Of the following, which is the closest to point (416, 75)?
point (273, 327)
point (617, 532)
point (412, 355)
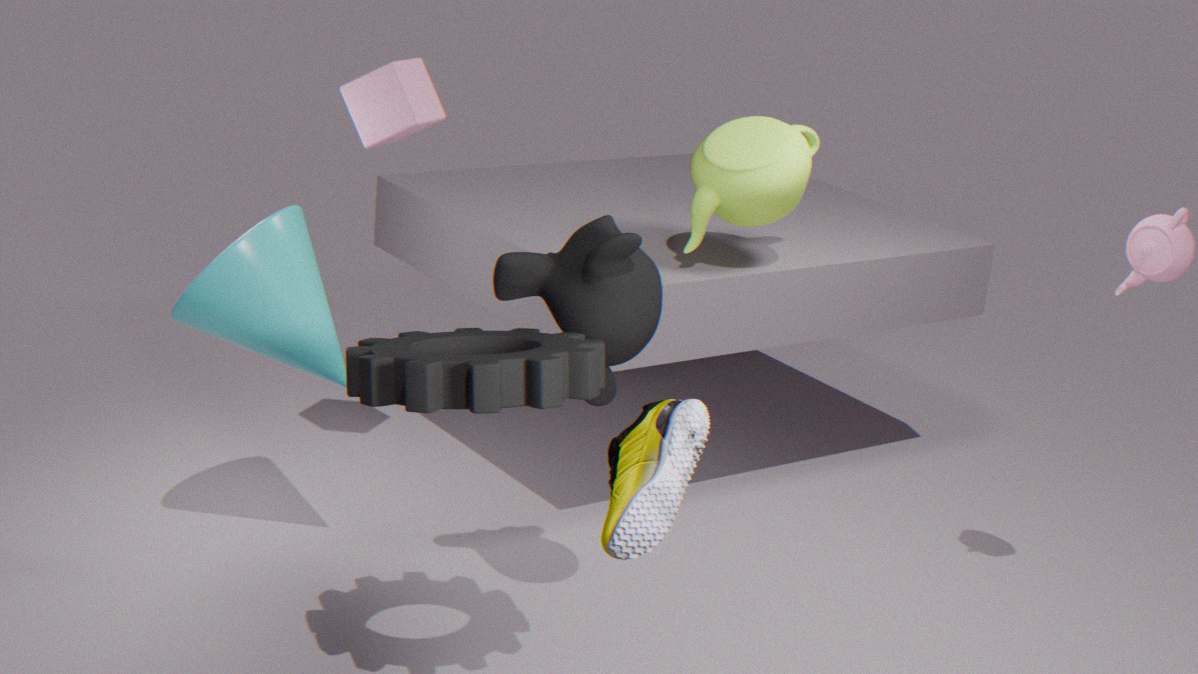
point (273, 327)
